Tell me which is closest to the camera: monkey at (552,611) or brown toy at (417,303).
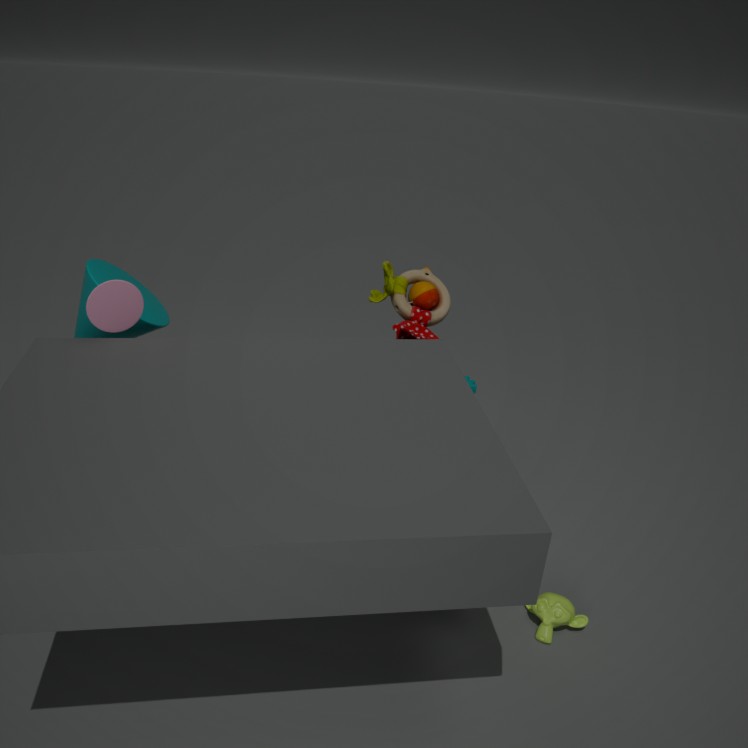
monkey at (552,611)
